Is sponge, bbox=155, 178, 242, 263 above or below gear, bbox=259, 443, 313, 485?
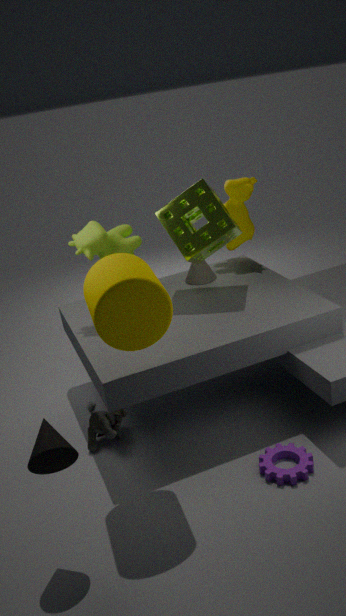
above
